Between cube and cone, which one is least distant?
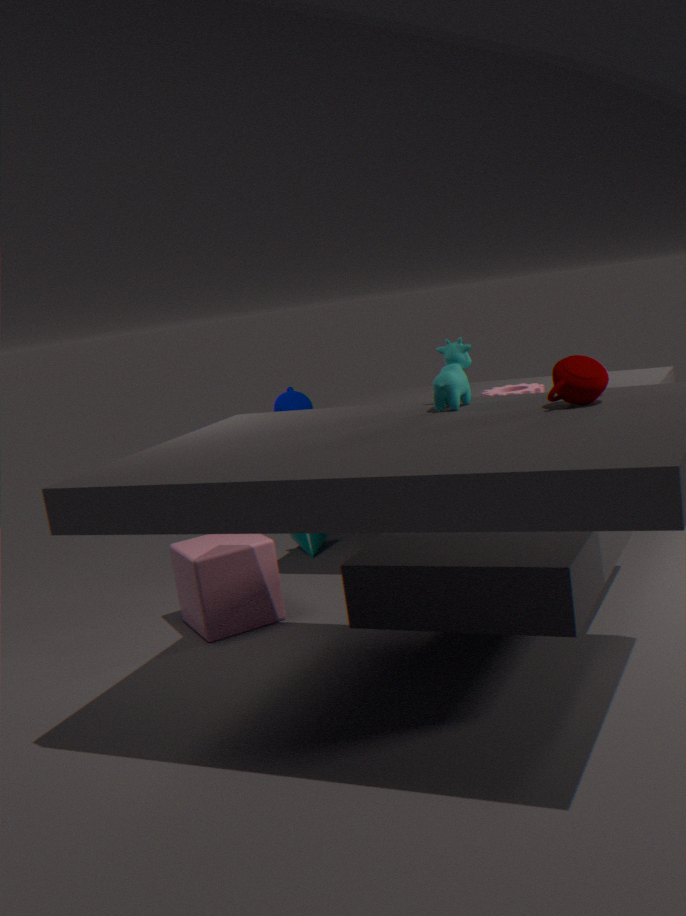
cube
